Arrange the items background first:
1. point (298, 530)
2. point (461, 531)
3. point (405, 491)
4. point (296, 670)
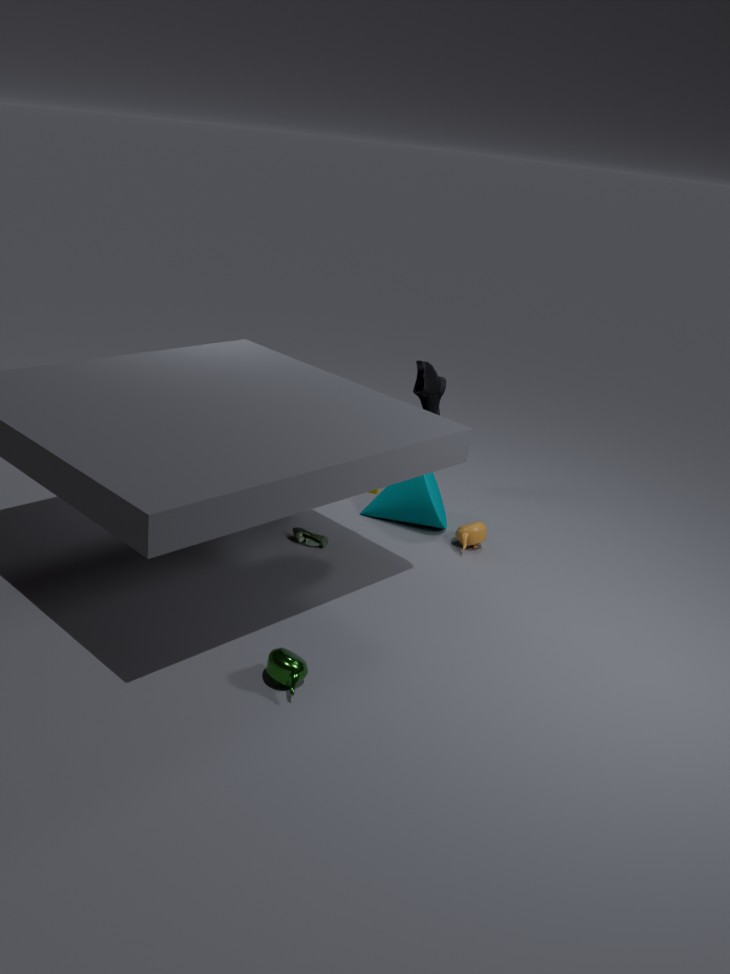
point (405, 491), point (461, 531), point (298, 530), point (296, 670)
